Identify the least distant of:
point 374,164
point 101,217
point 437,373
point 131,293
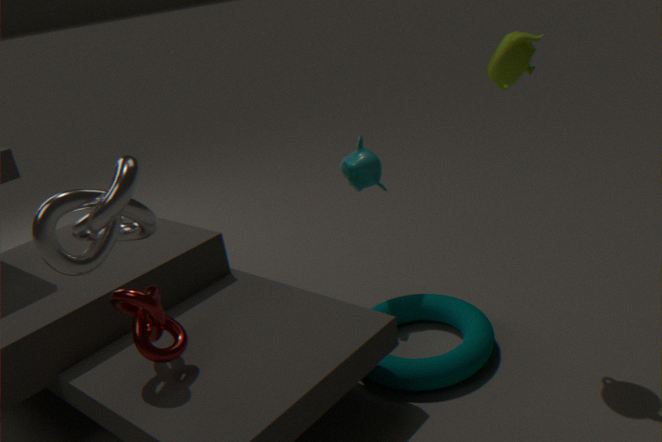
point 101,217
